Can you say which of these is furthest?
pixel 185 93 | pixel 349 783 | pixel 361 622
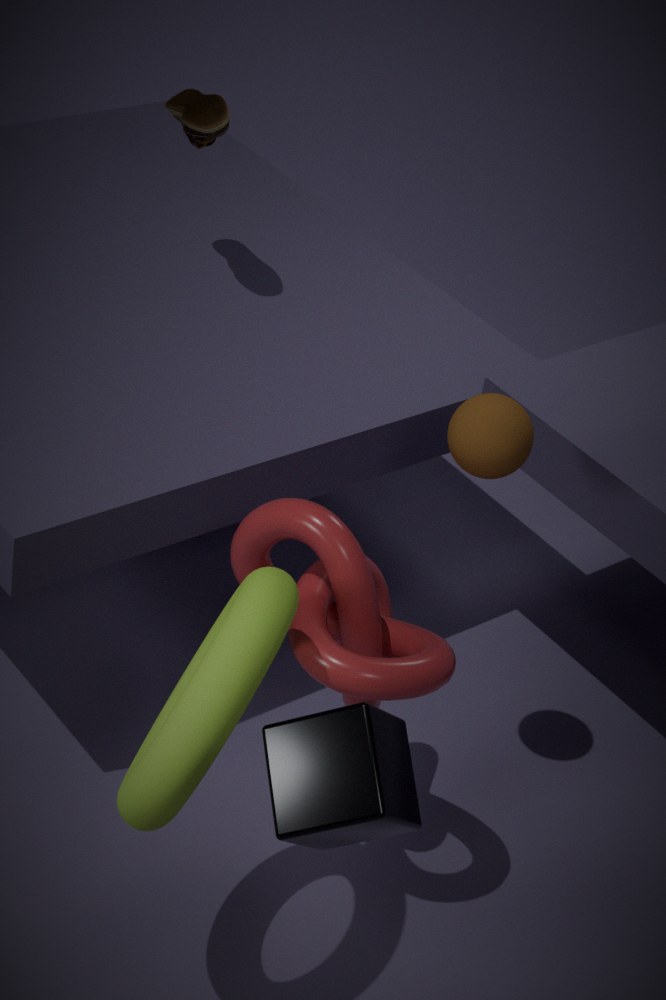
pixel 185 93
